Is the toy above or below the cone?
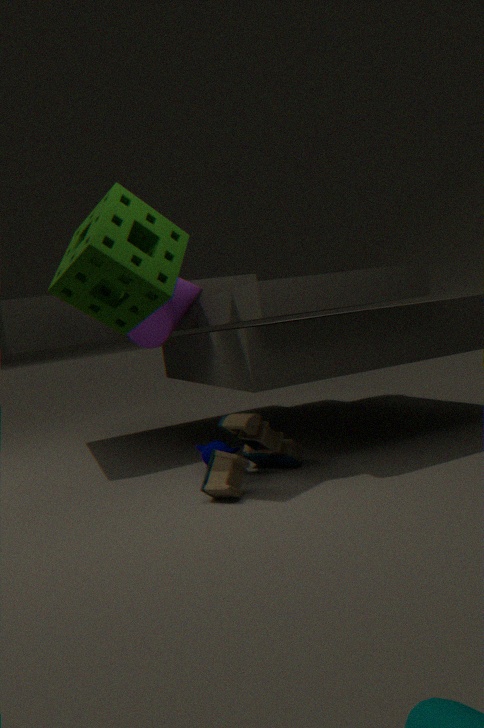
below
